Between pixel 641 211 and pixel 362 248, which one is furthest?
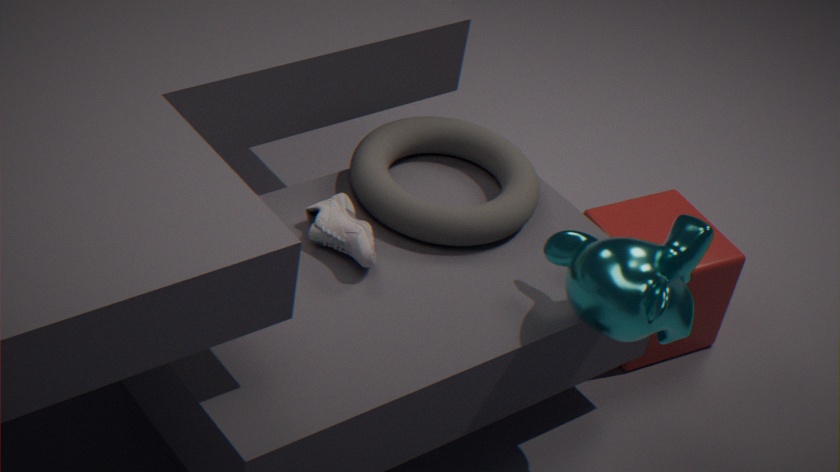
pixel 641 211
